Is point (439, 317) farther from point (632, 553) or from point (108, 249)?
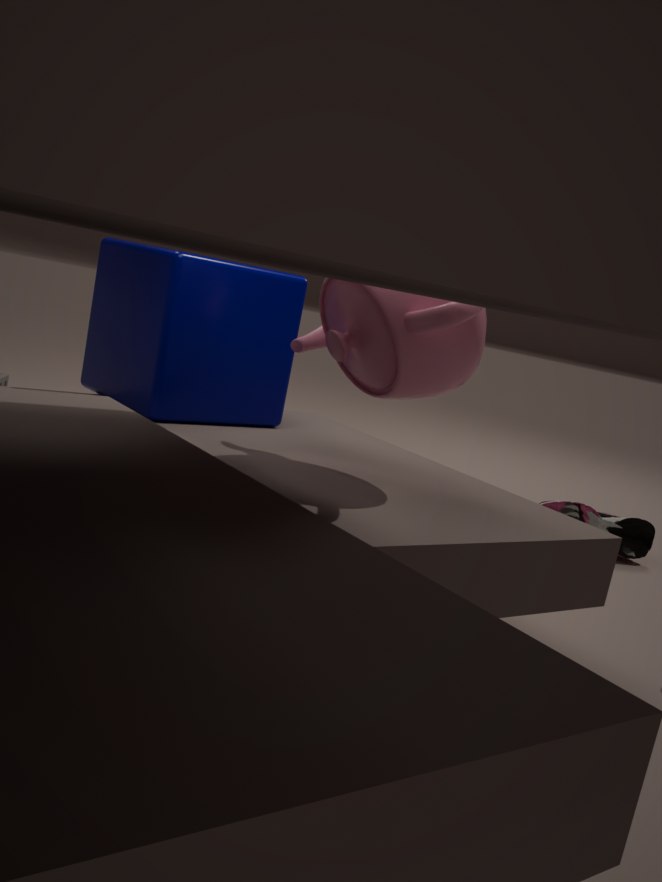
point (632, 553)
